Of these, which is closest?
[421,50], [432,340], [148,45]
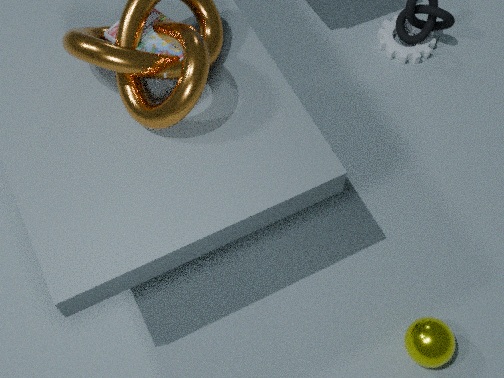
[148,45]
